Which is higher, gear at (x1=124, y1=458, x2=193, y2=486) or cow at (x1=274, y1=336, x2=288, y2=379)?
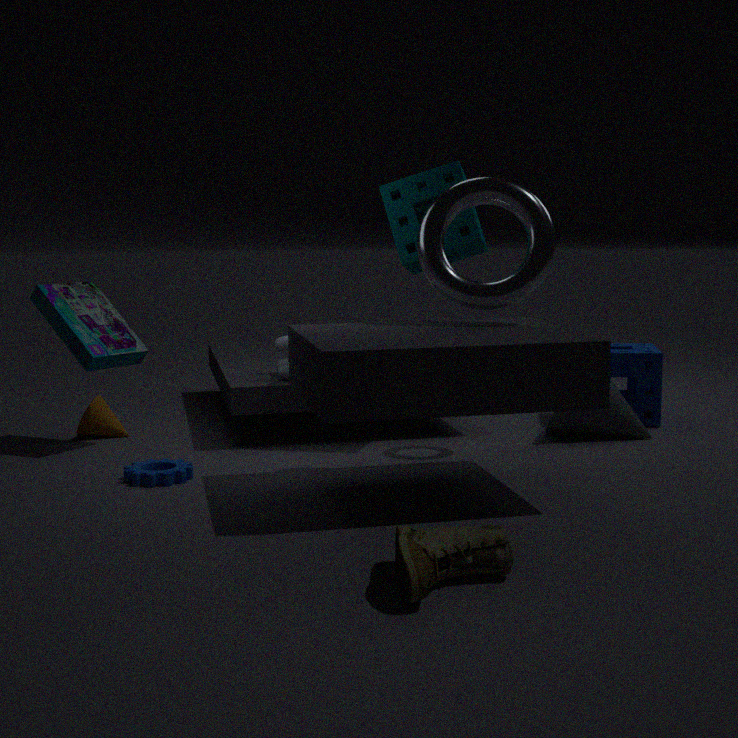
cow at (x1=274, y1=336, x2=288, y2=379)
